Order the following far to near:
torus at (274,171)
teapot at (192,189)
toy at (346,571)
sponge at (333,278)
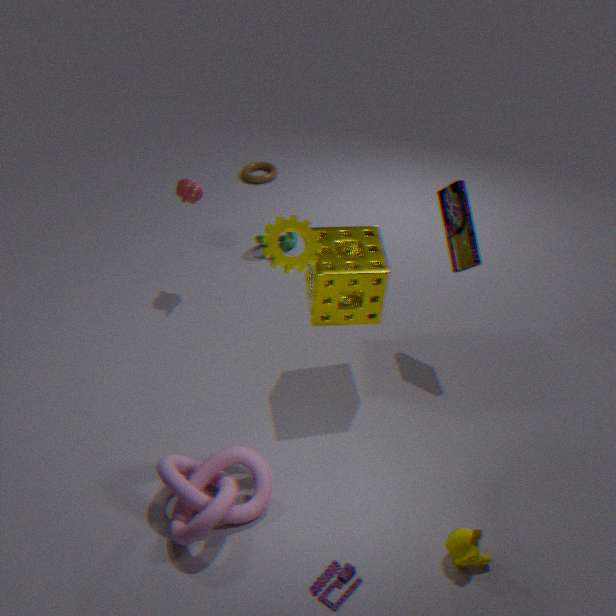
torus at (274,171) → teapot at (192,189) → sponge at (333,278) → toy at (346,571)
